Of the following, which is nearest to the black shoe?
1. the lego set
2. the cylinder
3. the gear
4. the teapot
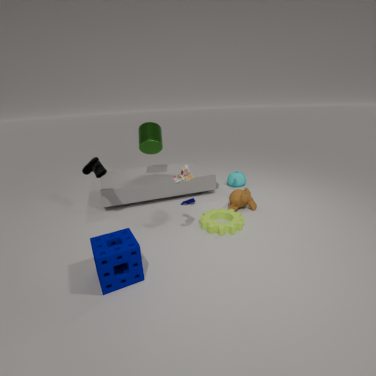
the cylinder
